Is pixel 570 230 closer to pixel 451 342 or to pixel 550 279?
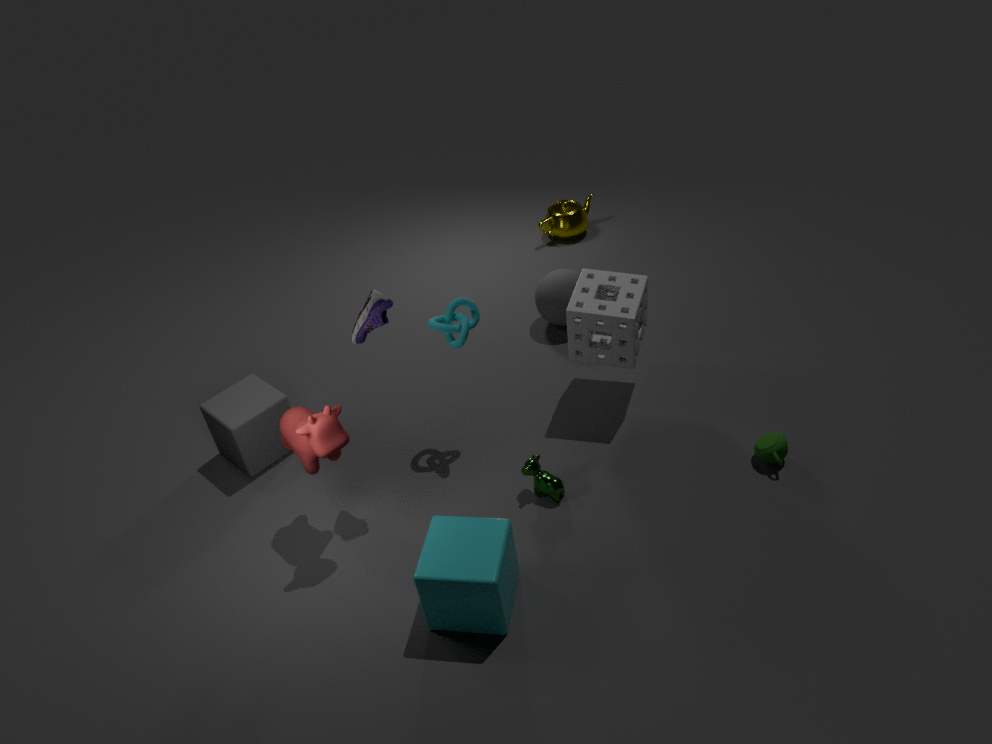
pixel 550 279
